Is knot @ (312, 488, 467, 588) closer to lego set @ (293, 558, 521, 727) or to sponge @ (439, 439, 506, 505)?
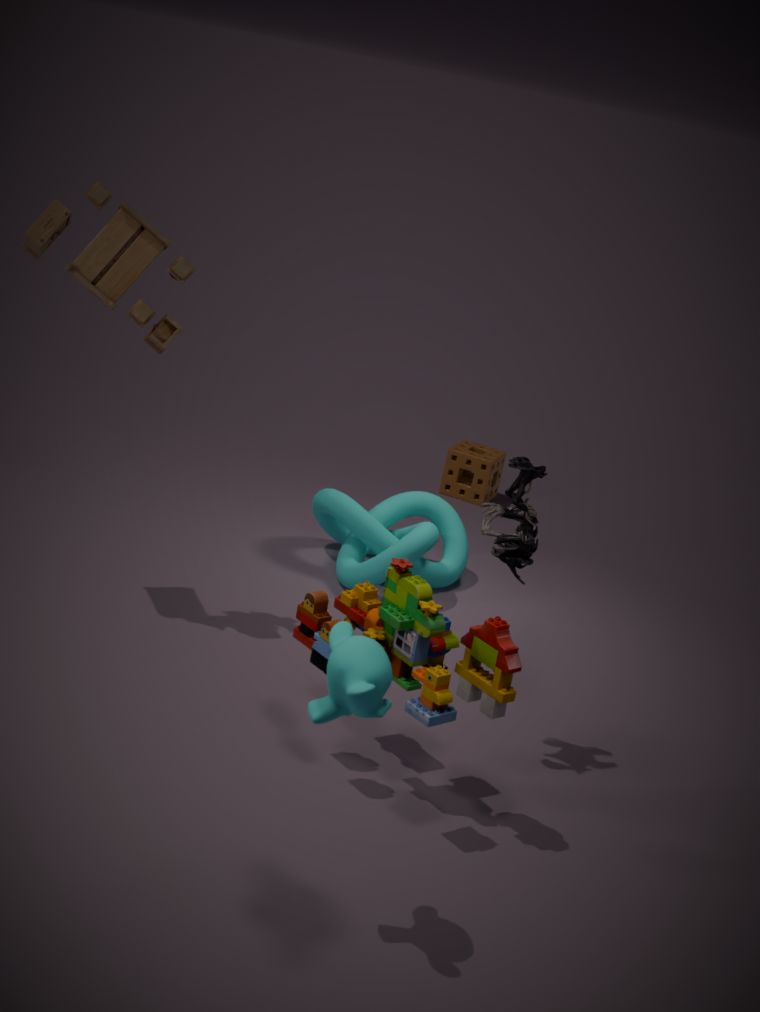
sponge @ (439, 439, 506, 505)
